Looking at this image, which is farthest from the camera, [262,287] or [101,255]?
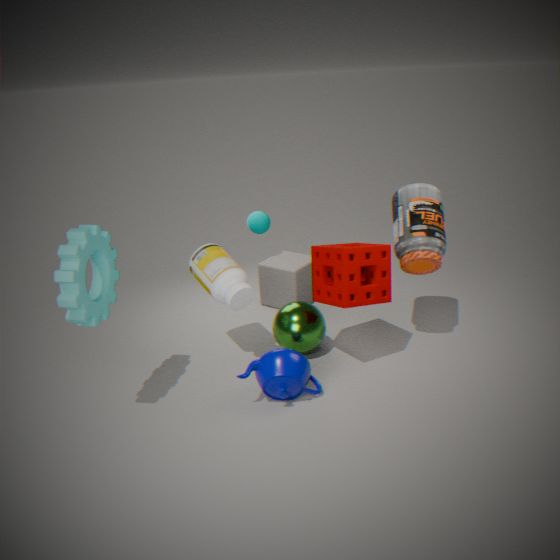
[262,287]
